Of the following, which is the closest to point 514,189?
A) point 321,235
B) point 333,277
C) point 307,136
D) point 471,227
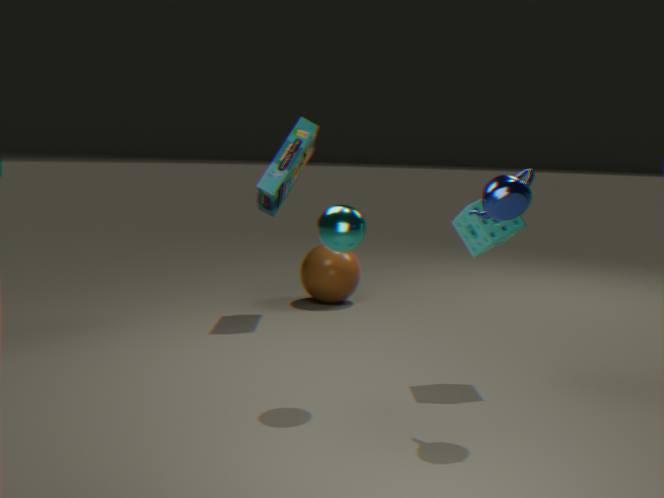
point 471,227
